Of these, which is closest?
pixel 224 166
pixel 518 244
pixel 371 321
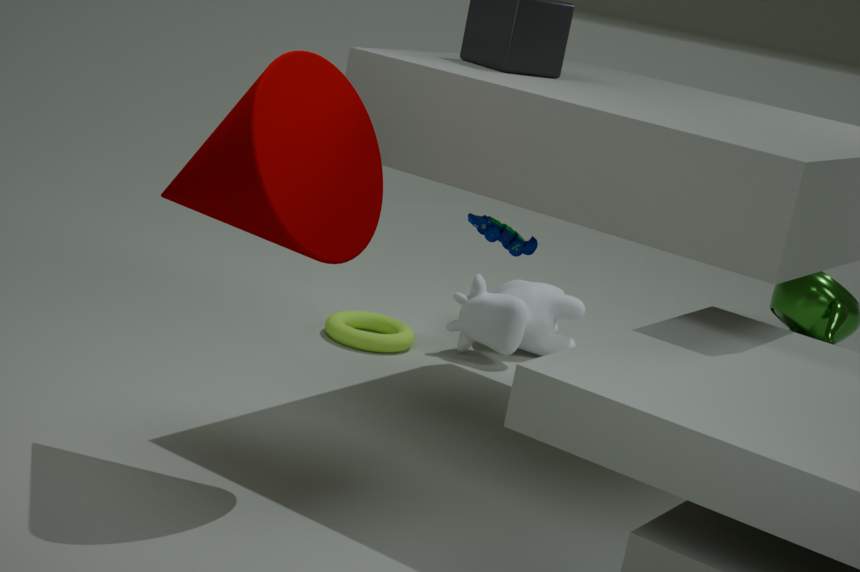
pixel 224 166
